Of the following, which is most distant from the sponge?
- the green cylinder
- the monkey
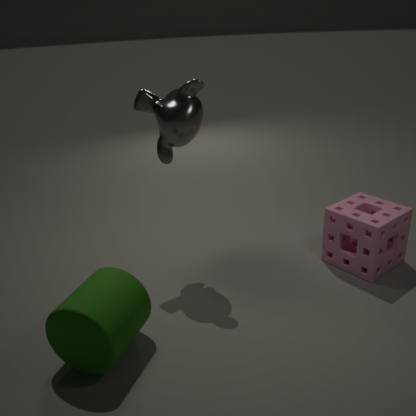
the green cylinder
